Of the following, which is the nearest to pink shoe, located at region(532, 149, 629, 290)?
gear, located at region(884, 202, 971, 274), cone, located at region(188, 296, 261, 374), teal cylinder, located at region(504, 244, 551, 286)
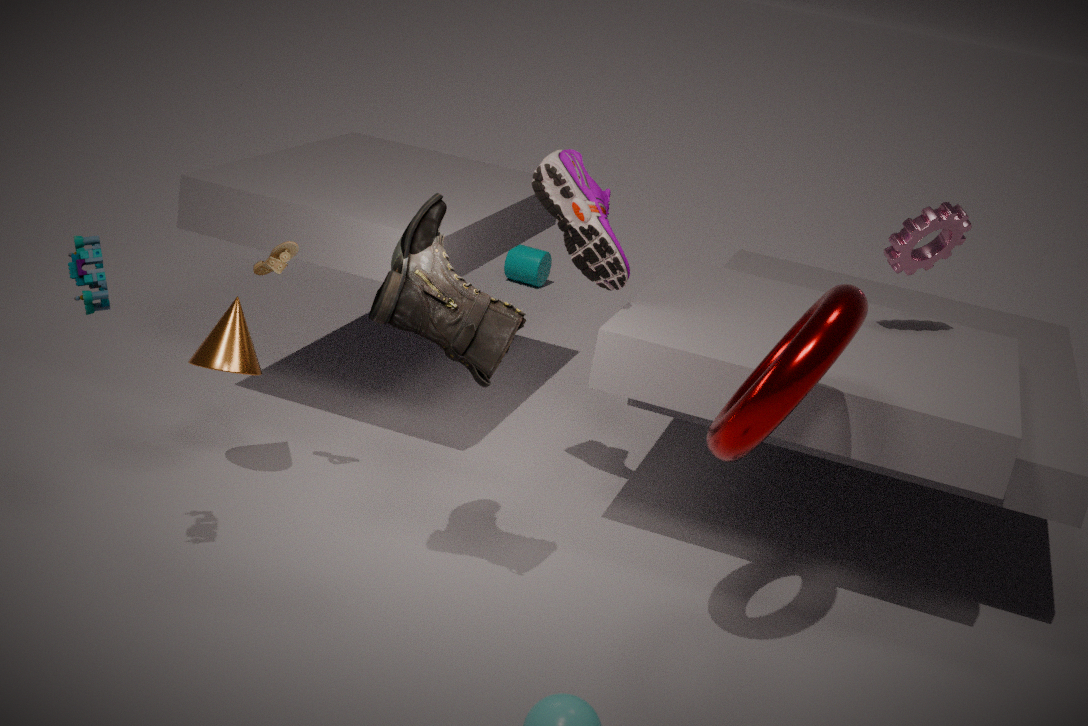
gear, located at region(884, 202, 971, 274)
